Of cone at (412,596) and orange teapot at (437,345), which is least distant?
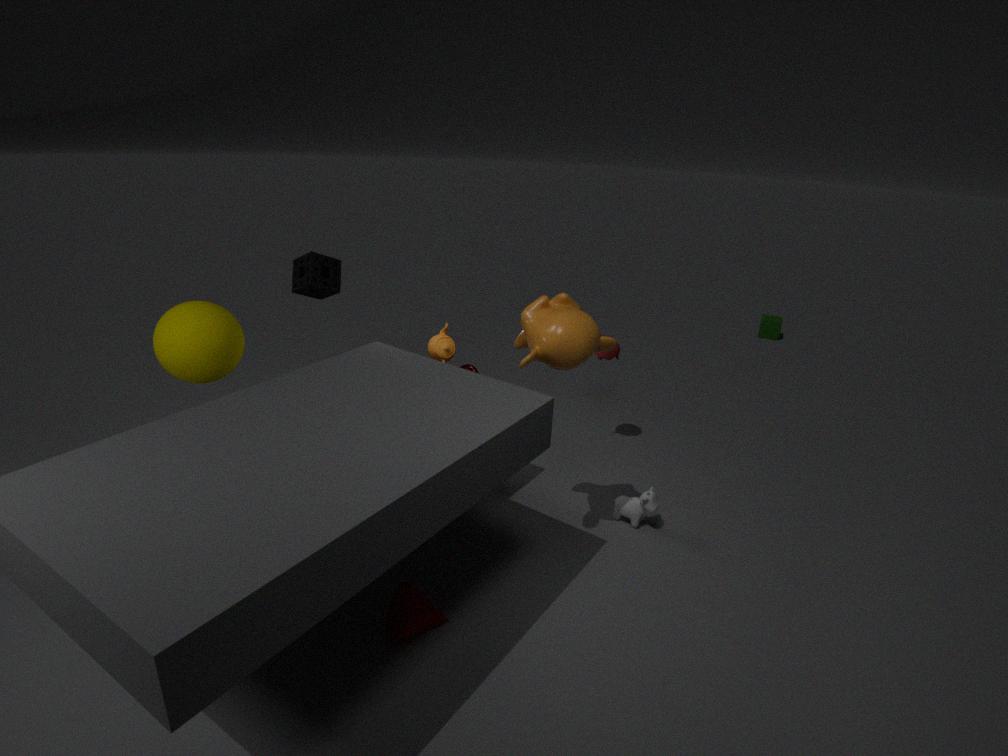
cone at (412,596)
